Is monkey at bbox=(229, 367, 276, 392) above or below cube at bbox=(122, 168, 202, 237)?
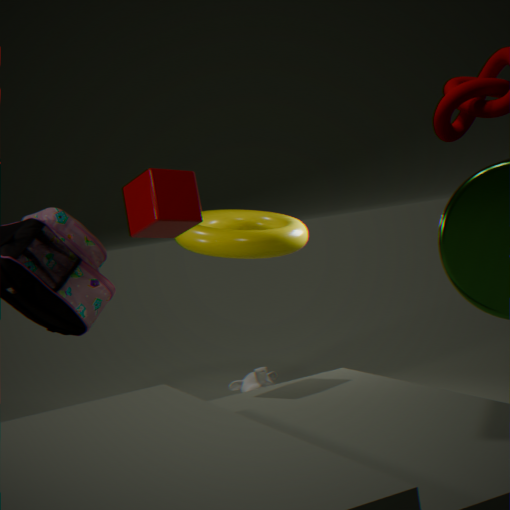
below
